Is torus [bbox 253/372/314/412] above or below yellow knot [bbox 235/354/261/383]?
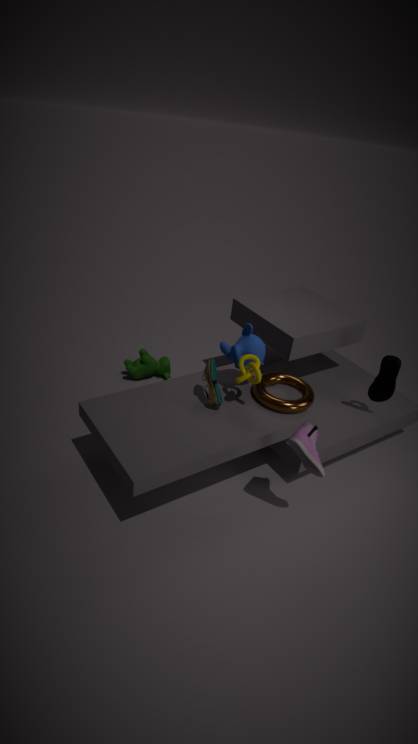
below
